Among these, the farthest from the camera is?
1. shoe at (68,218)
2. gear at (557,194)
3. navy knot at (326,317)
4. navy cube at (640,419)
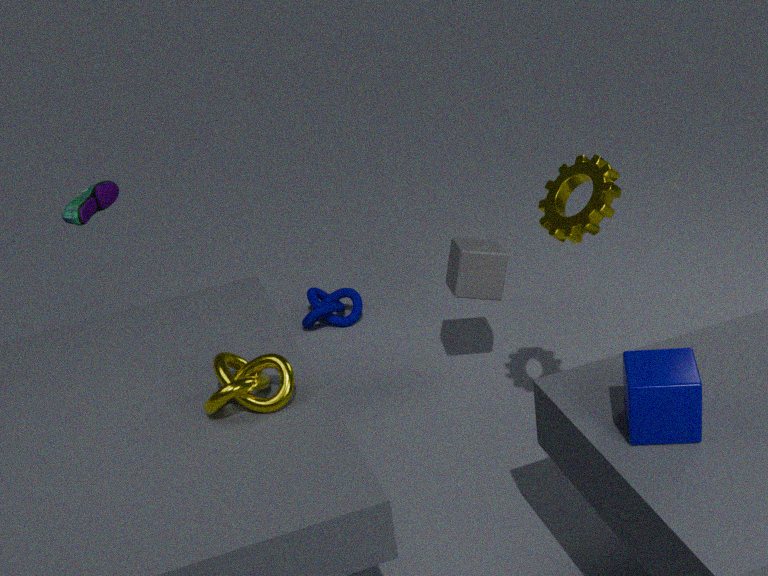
navy knot at (326,317)
